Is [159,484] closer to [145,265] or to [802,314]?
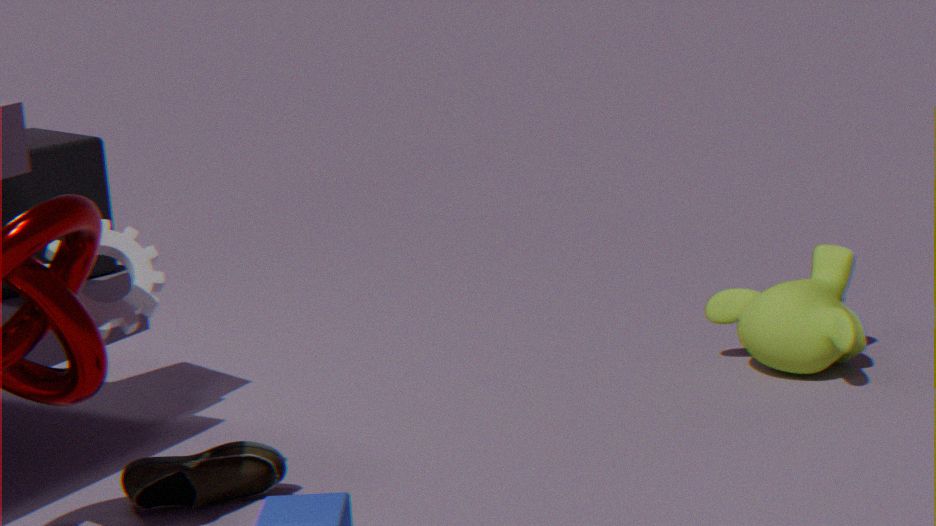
[145,265]
